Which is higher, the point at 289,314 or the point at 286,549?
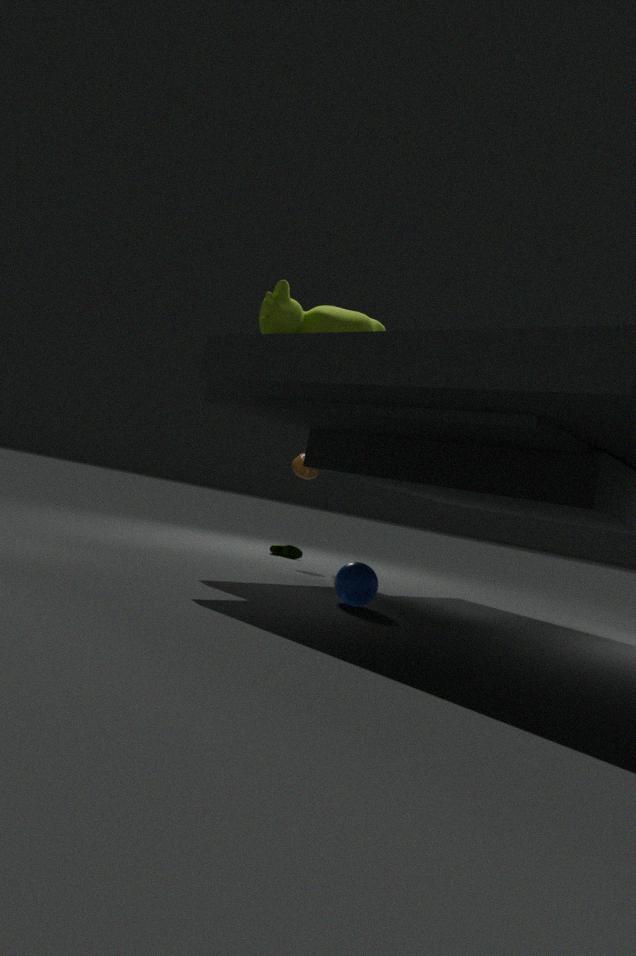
the point at 289,314
